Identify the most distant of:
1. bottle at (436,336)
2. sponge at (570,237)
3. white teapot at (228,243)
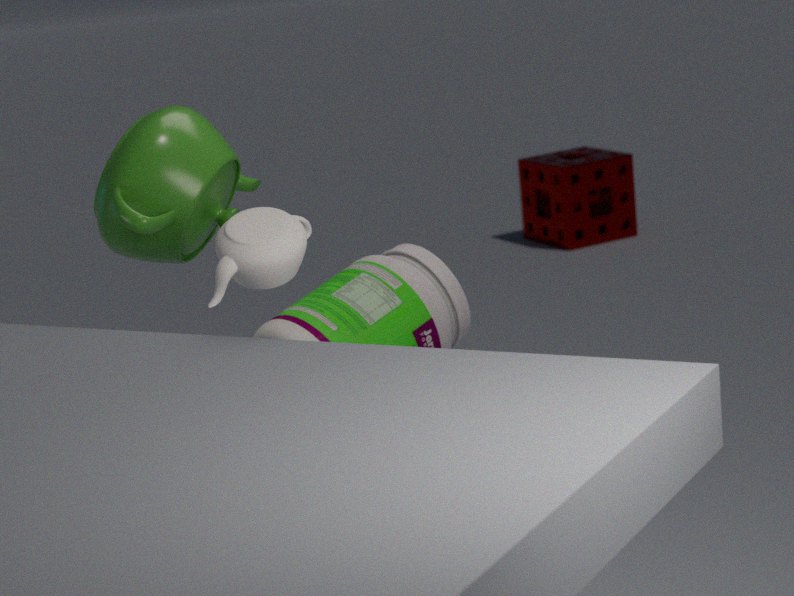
sponge at (570,237)
